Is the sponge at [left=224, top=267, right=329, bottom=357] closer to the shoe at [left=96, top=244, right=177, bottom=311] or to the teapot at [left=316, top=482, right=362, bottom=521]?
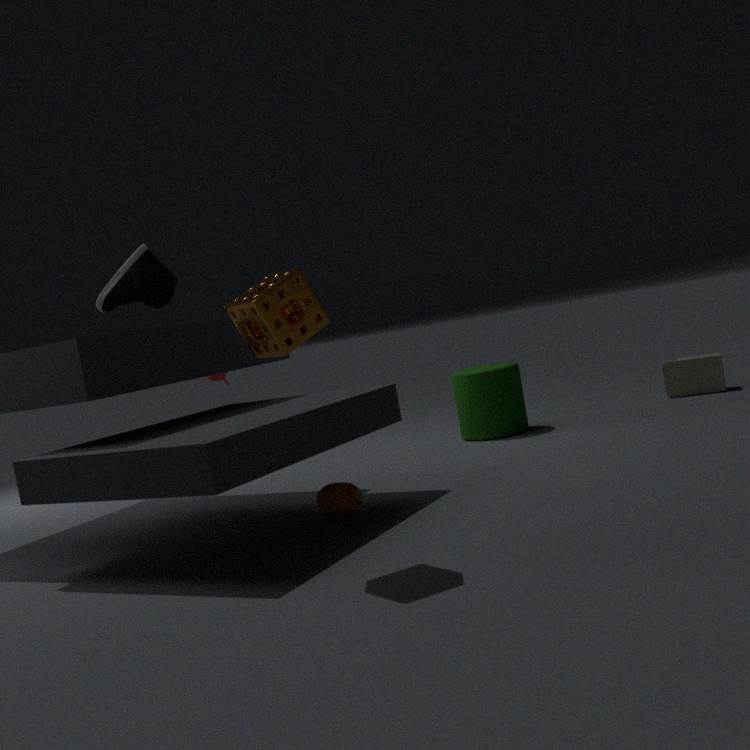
the teapot at [left=316, top=482, right=362, bottom=521]
